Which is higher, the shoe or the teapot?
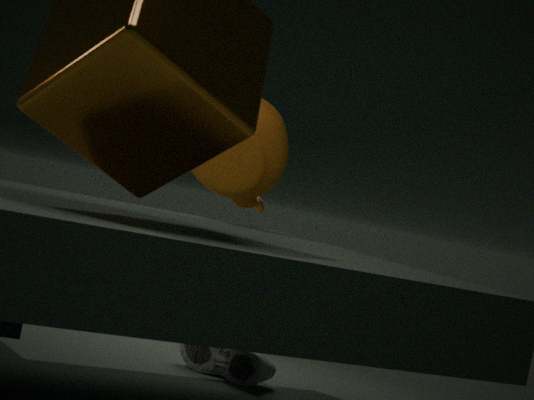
the teapot
